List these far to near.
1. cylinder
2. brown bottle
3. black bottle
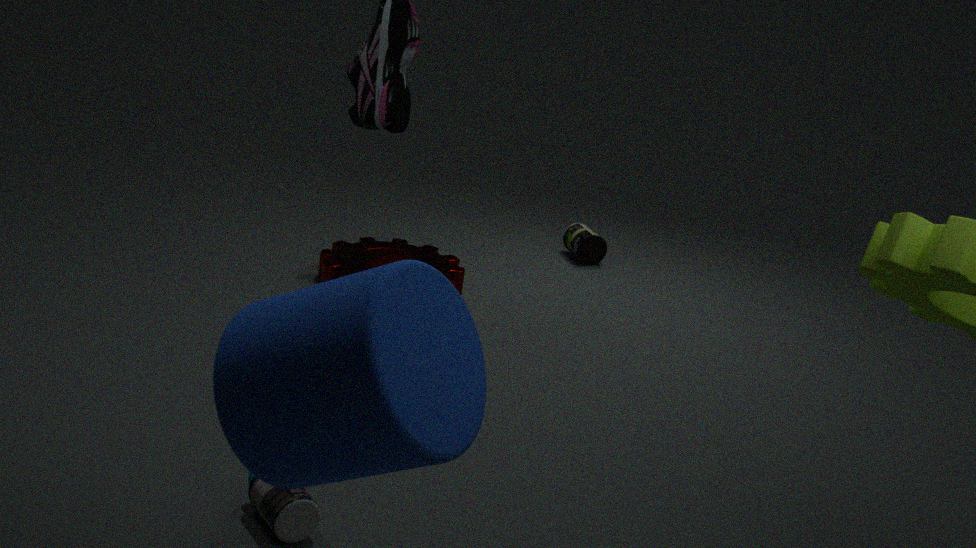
1. brown bottle
2. black bottle
3. cylinder
